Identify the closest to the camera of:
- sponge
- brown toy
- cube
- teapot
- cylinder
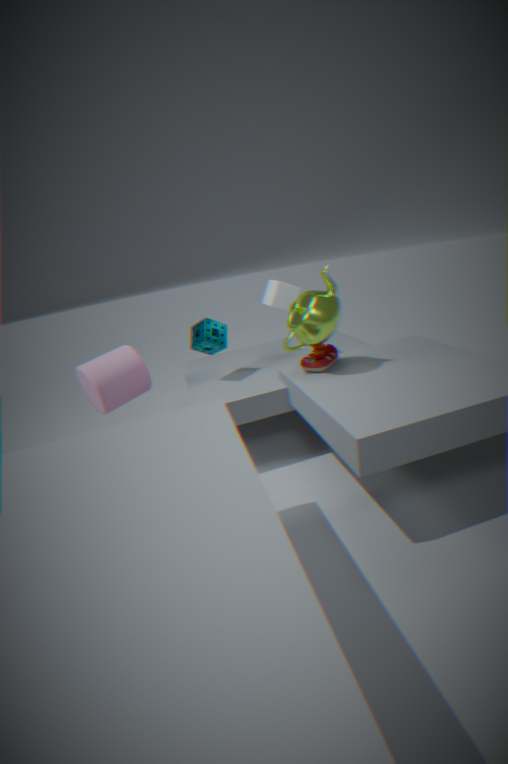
teapot
